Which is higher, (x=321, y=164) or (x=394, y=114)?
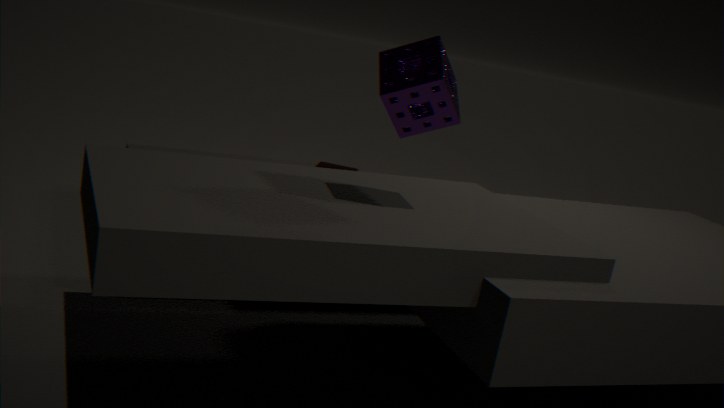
(x=394, y=114)
